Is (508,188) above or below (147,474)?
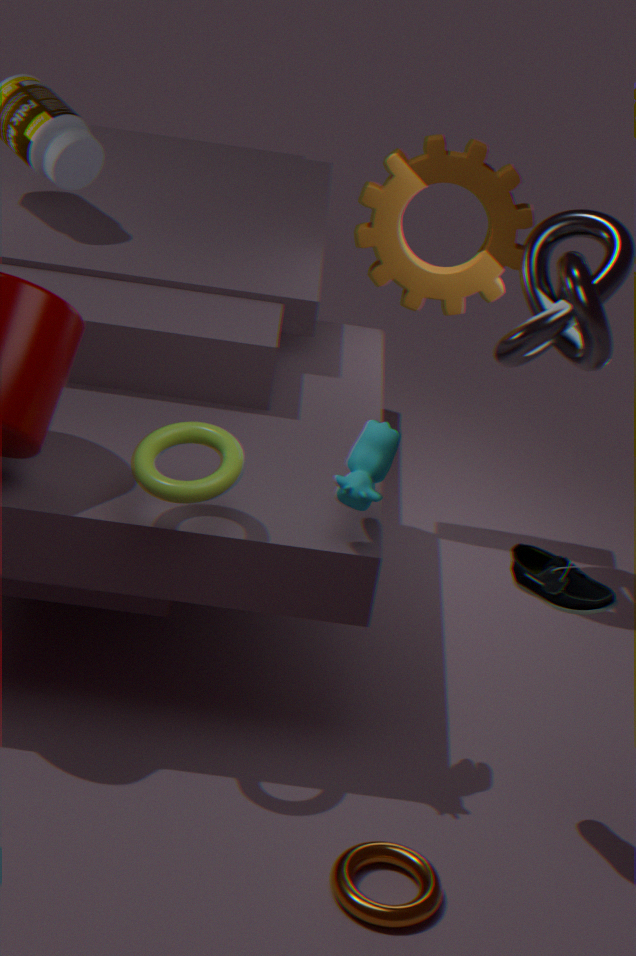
above
